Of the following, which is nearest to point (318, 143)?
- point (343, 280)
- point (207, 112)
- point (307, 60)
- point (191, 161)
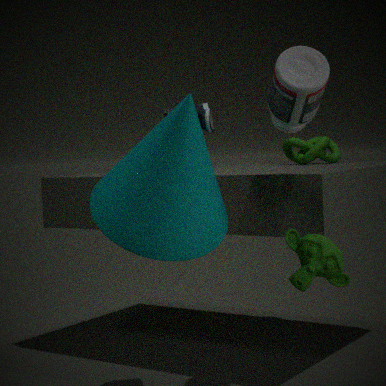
point (307, 60)
